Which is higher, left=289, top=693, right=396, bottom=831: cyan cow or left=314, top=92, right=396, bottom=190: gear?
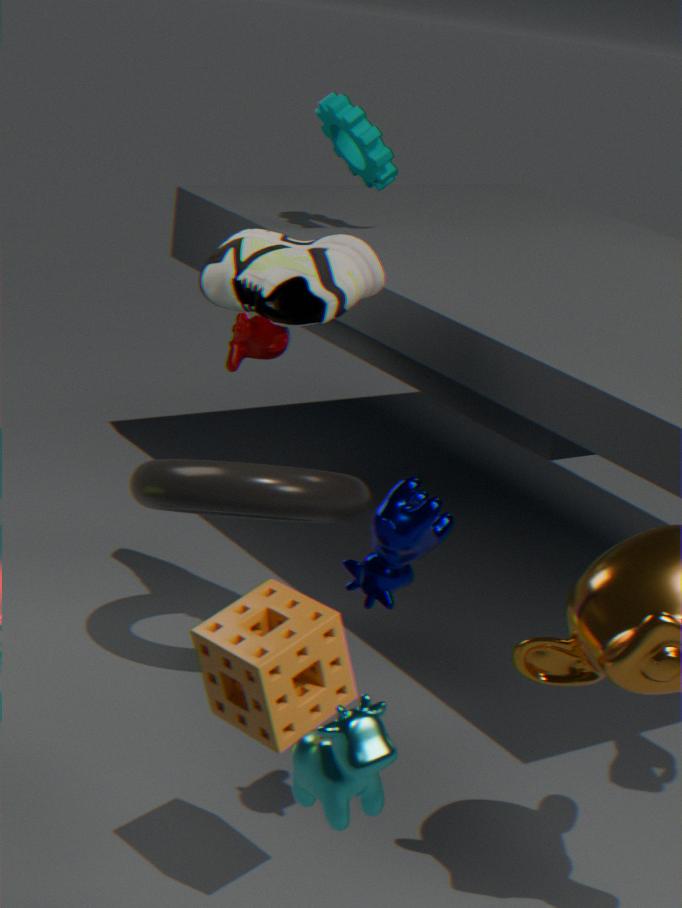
left=314, top=92, right=396, bottom=190: gear
